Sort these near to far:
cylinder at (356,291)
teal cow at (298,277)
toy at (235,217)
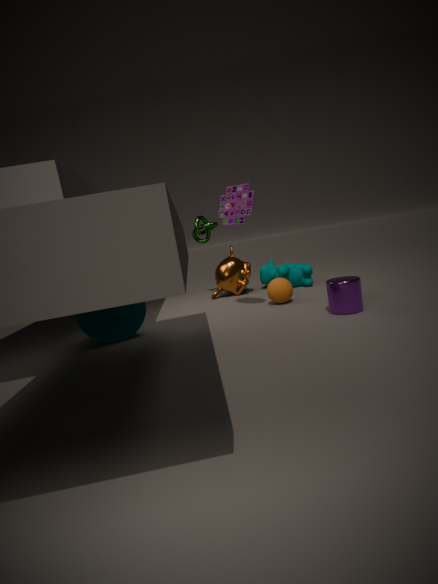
cylinder at (356,291), toy at (235,217), teal cow at (298,277)
